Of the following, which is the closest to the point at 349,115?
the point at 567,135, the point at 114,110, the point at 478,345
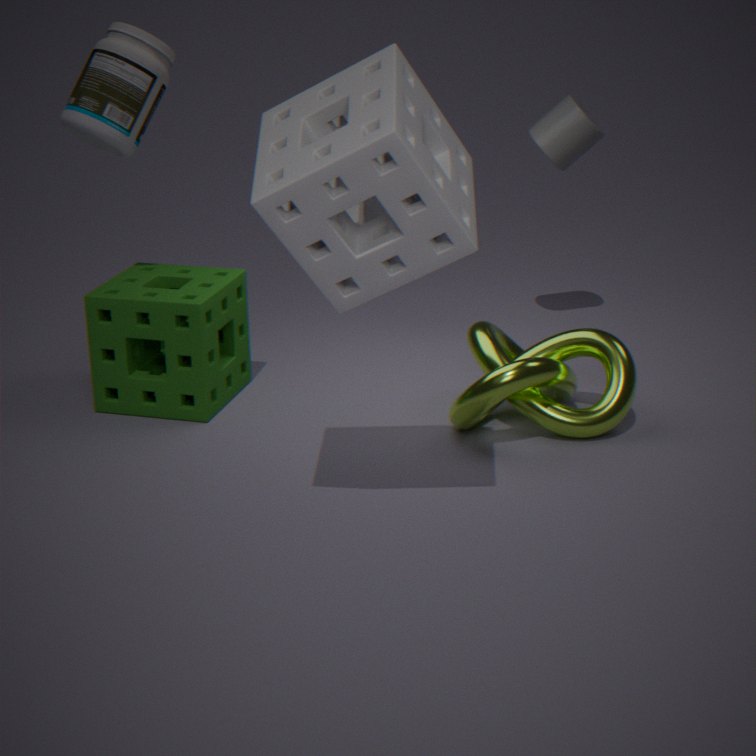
the point at 478,345
